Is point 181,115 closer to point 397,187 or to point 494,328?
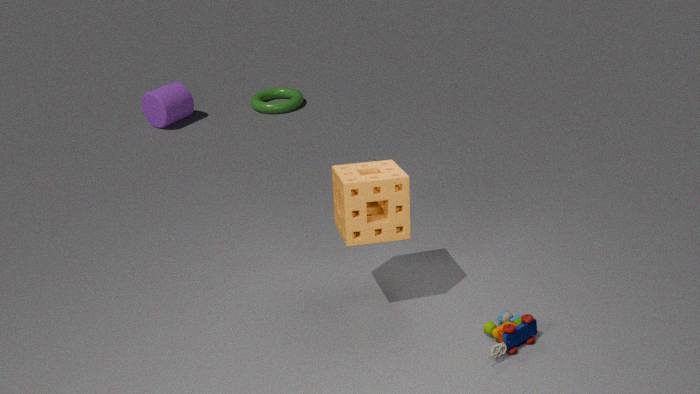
point 397,187
